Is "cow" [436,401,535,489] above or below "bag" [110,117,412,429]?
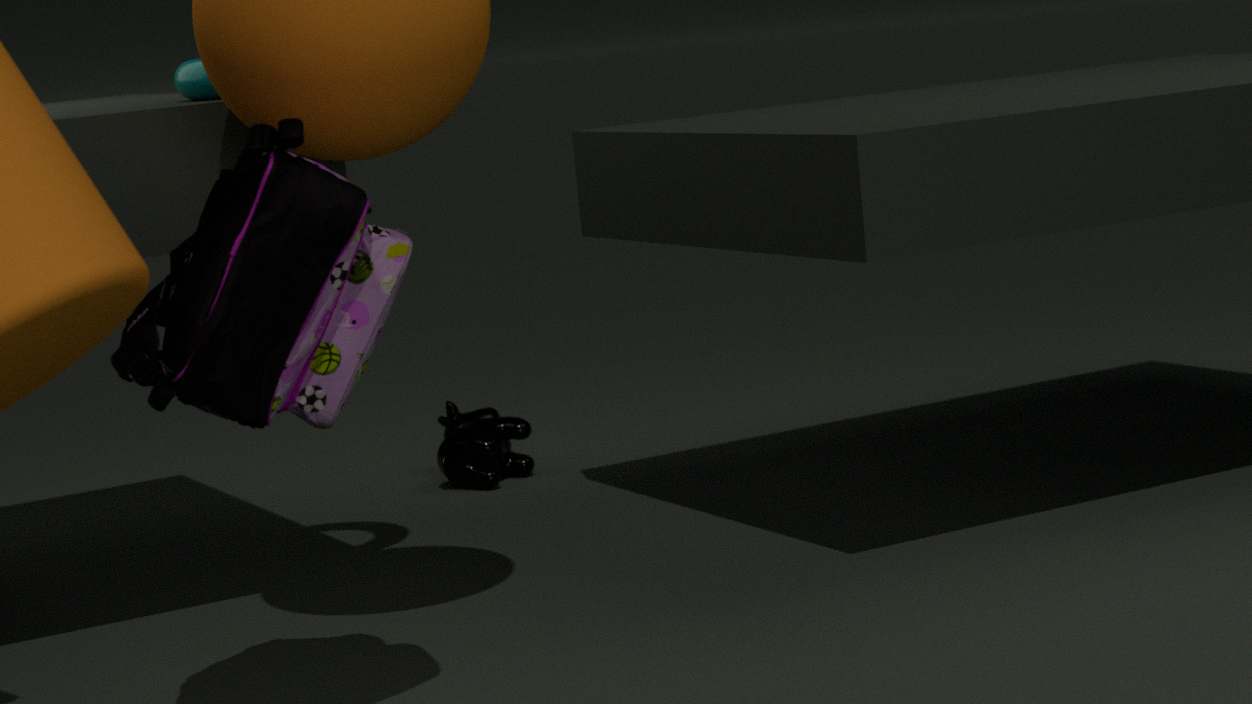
below
